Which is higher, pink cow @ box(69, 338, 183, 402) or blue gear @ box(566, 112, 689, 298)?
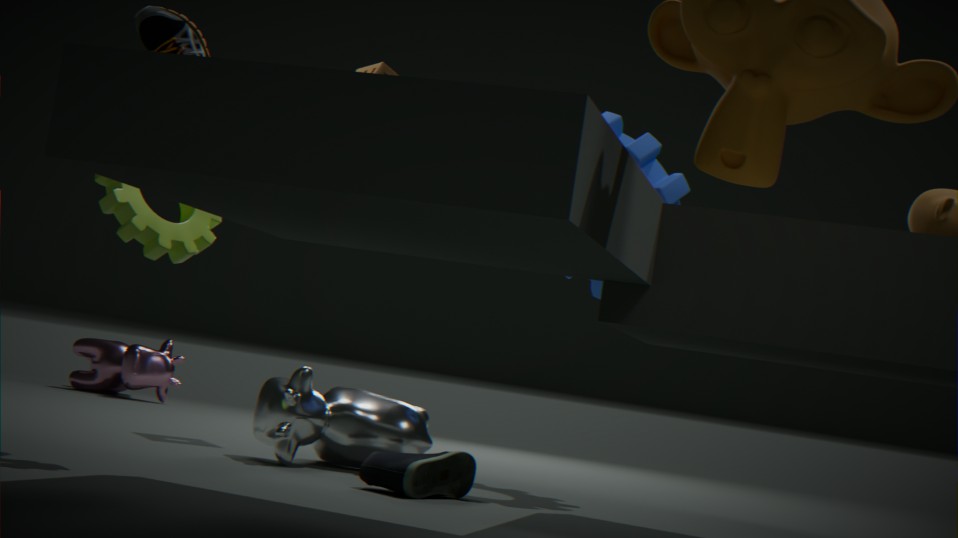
blue gear @ box(566, 112, 689, 298)
